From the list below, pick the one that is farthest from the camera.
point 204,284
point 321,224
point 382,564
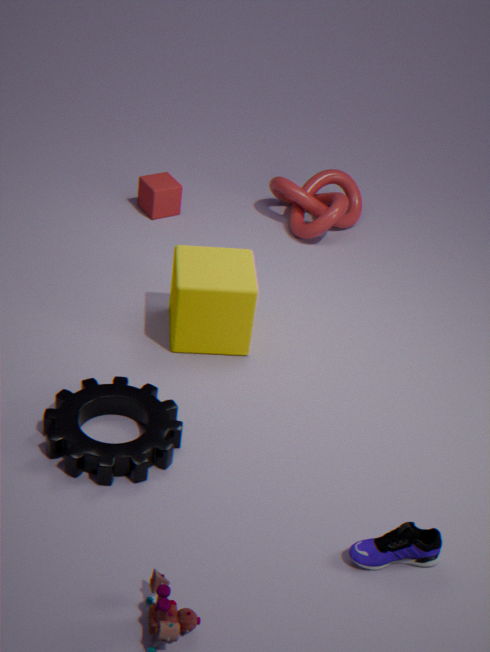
point 321,224
